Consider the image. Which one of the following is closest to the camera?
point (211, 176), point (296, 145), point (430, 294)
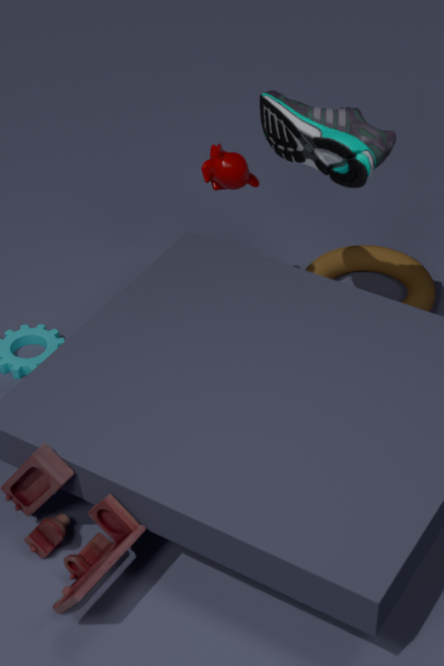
point (296, 145)
